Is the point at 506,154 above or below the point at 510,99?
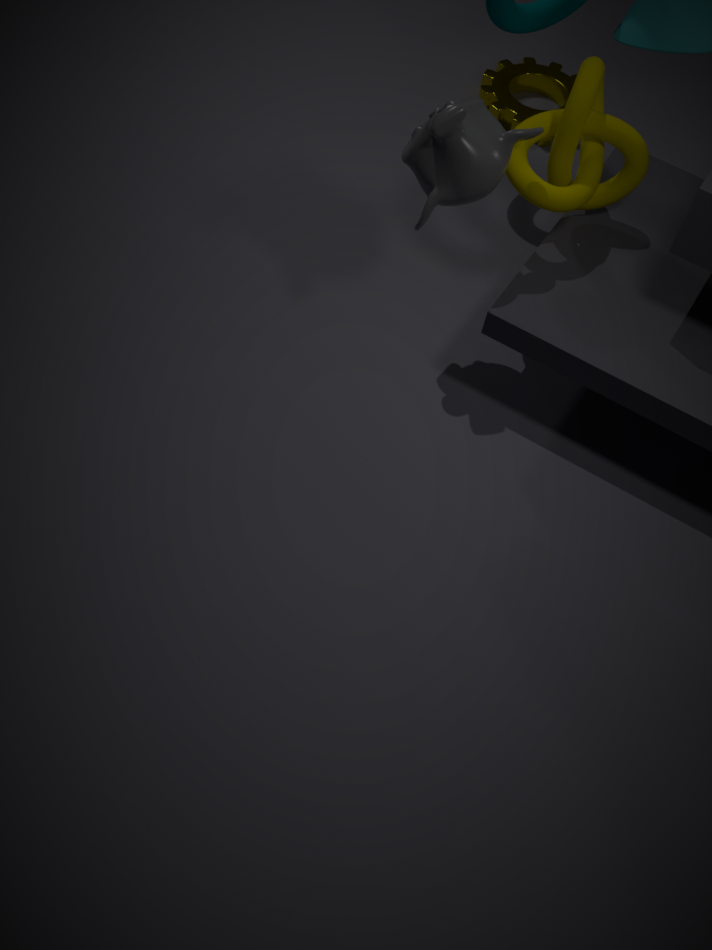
above
